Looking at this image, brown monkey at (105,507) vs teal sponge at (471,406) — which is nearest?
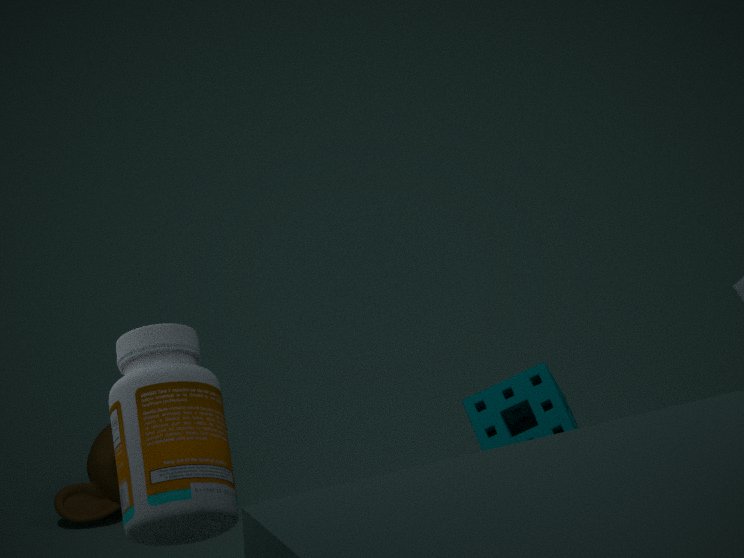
teal sponge at (471,406)
